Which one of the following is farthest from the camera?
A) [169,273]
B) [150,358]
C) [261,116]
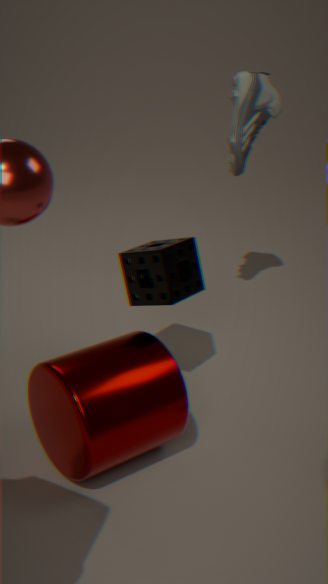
[261,116]
